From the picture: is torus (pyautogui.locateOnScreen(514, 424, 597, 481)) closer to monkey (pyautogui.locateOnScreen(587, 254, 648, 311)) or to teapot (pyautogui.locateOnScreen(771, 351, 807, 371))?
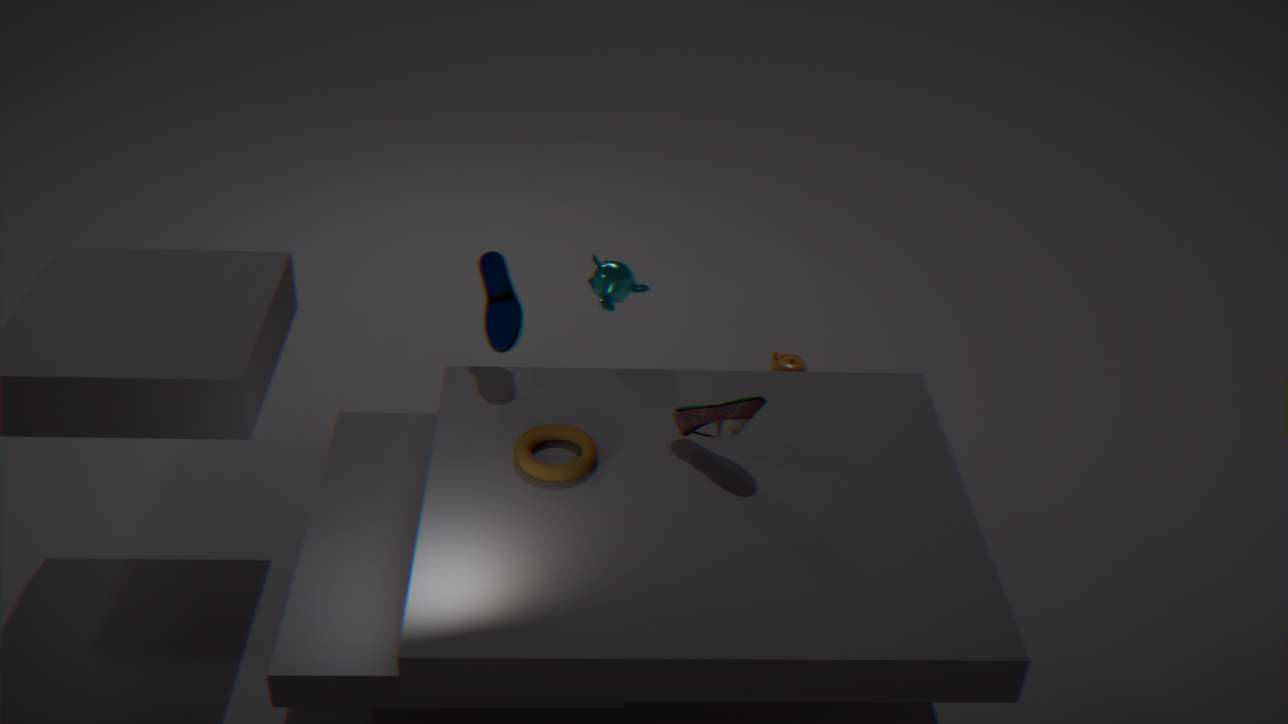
monkey (pyautogui.locateOnScreen(587, 254, 648, 311))
